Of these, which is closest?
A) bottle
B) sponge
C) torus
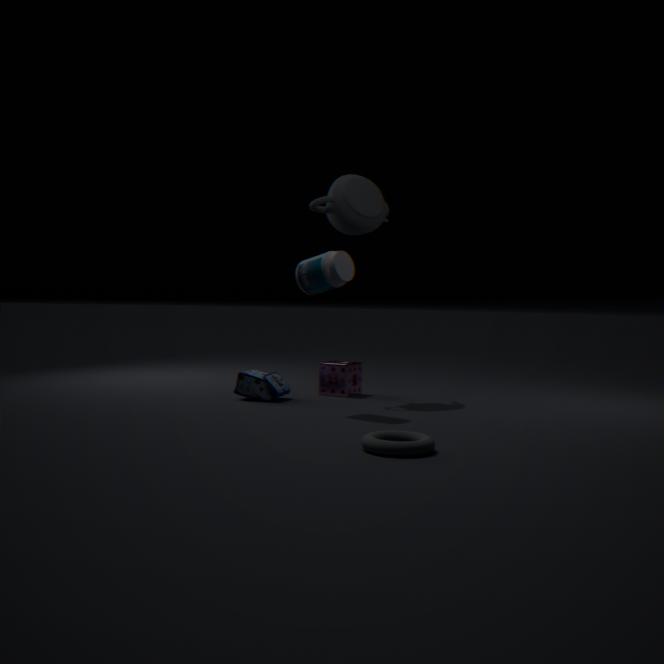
torus
